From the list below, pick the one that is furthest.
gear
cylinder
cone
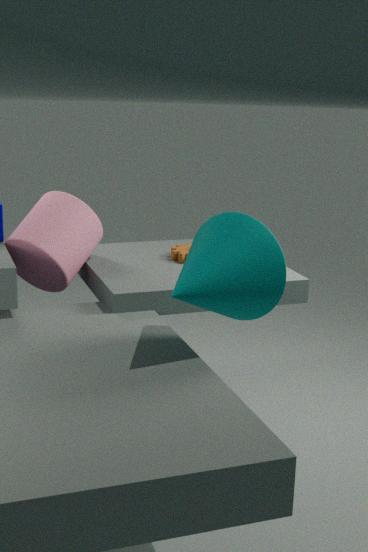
gear
